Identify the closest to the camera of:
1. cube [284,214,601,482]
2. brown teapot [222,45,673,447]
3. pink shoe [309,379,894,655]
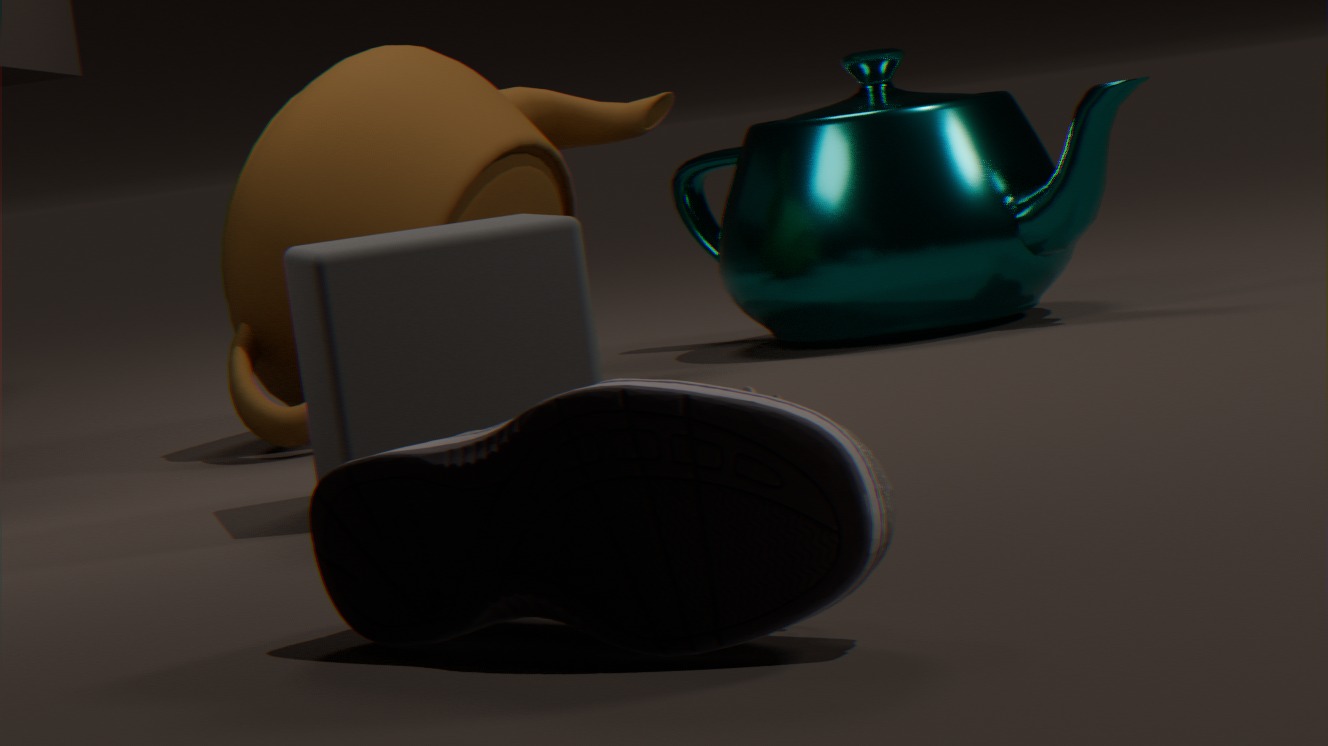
pink shoe [309,379,894,655]
